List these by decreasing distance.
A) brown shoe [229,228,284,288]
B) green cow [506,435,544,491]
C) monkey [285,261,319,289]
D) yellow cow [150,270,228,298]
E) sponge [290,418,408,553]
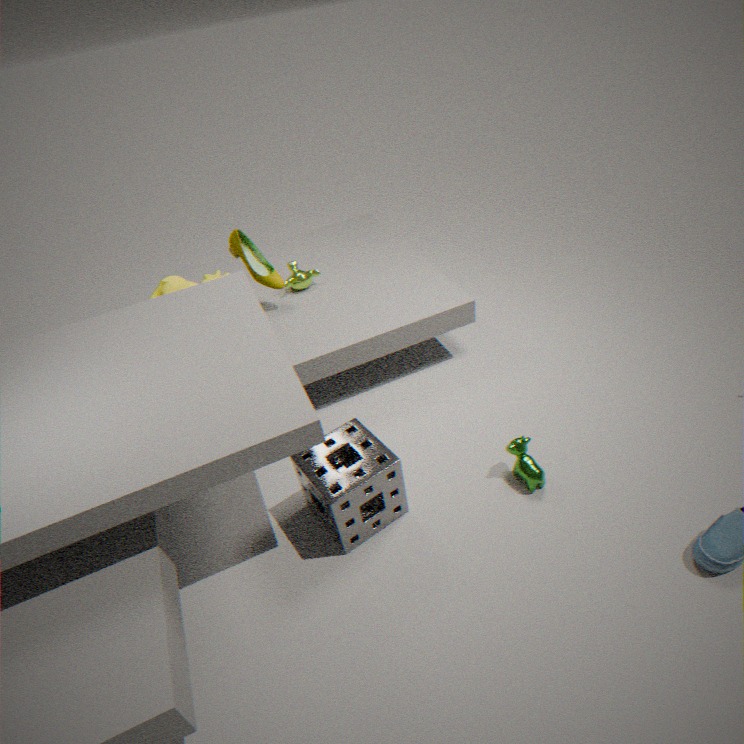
monkey [285,261,319,289] < brown shoe [229,228,284,288] < yellow cow [150,270,228,298] < green cow [506,435,544,491] < sponge [290,418,408,553]
